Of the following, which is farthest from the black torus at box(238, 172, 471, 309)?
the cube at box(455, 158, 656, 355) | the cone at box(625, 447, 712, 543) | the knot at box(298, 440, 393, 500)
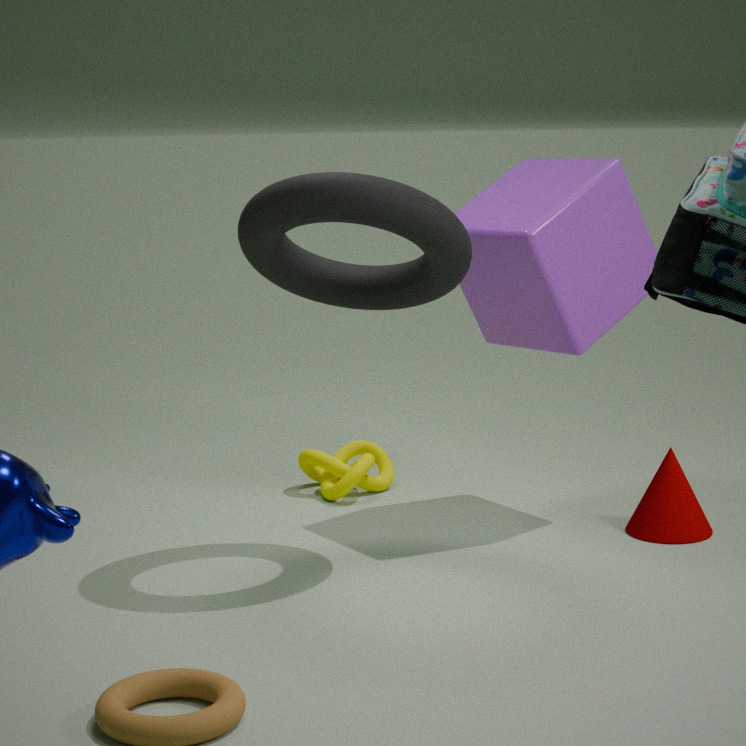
the cone at box(625, 447, 712, 543)
